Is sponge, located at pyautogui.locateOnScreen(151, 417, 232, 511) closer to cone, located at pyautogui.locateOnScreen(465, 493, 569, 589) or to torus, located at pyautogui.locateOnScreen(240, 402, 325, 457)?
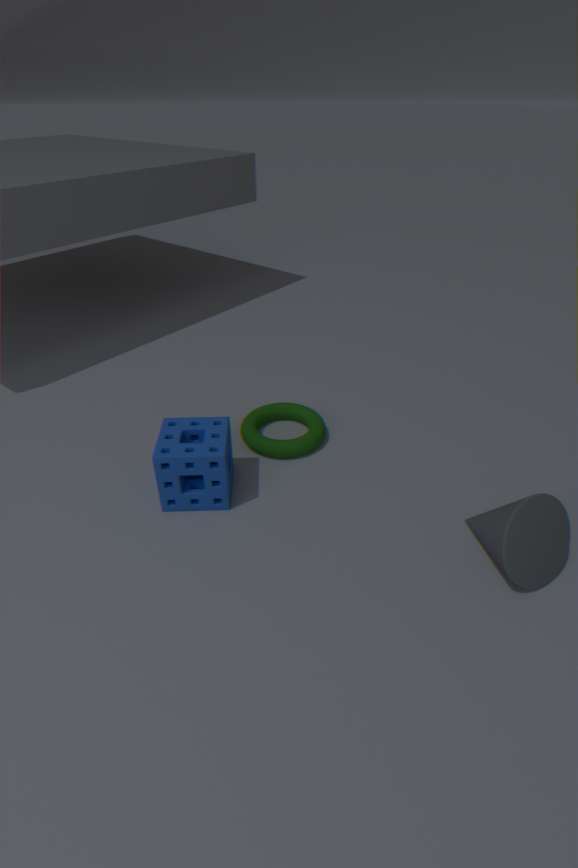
torus, located at pyautogui.locateOnScreen(240, 402, 325, 457)
